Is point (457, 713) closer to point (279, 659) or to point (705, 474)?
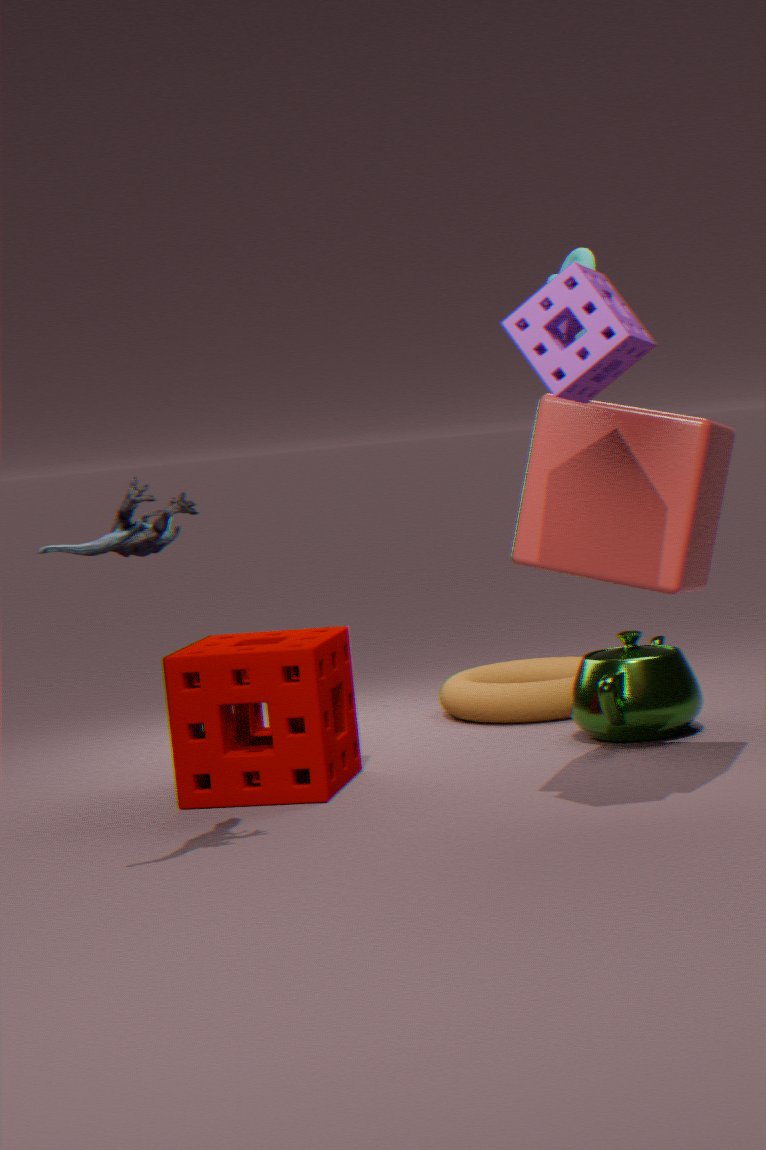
point (279, 659)
